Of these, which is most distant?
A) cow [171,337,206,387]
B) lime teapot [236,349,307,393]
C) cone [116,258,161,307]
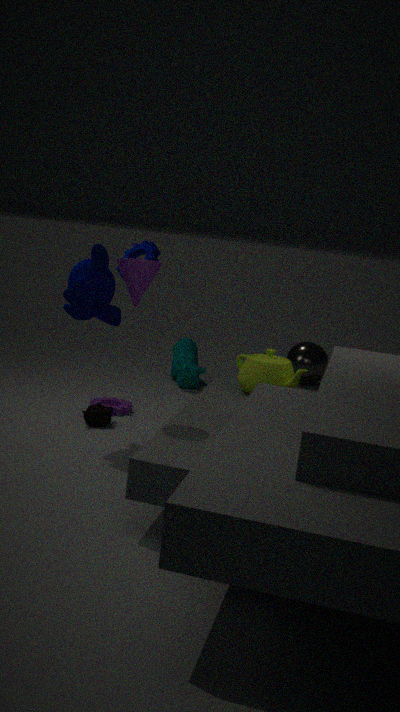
cow [171,337,206,387]
